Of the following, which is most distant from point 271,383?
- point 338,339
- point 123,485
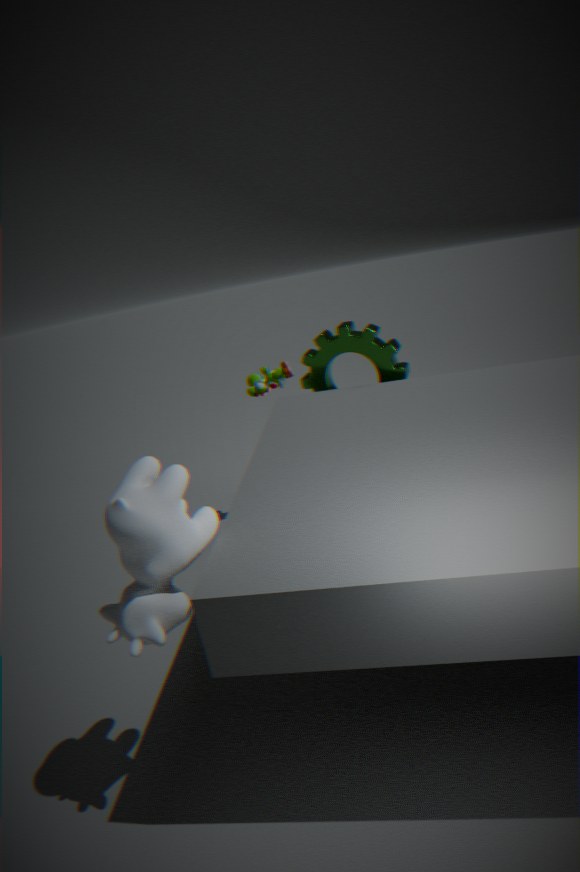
point 123,485
